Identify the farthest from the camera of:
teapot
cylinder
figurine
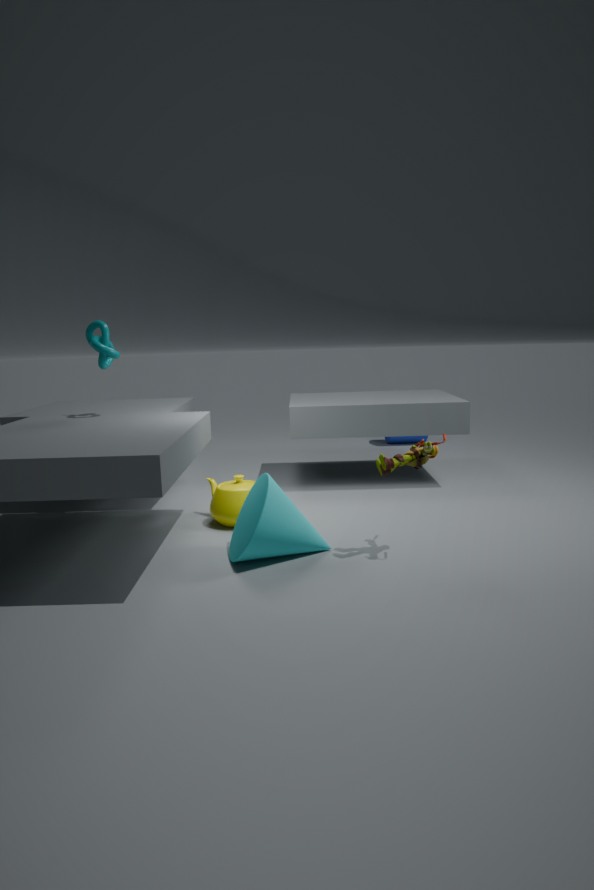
cylinder
